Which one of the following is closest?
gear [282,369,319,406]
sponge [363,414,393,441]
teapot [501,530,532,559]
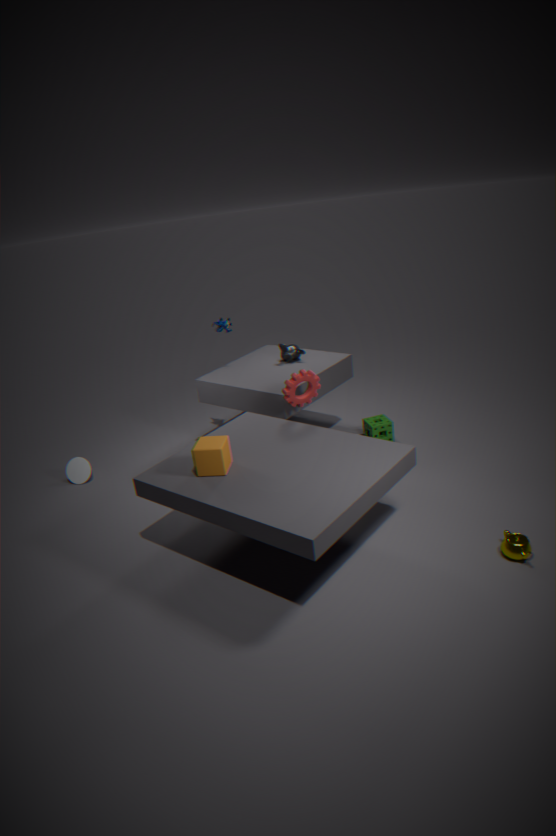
teapot [501,530,532,559]
